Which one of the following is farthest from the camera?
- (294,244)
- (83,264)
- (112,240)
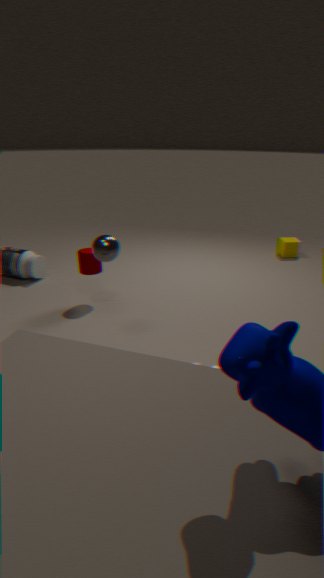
(294,244)
